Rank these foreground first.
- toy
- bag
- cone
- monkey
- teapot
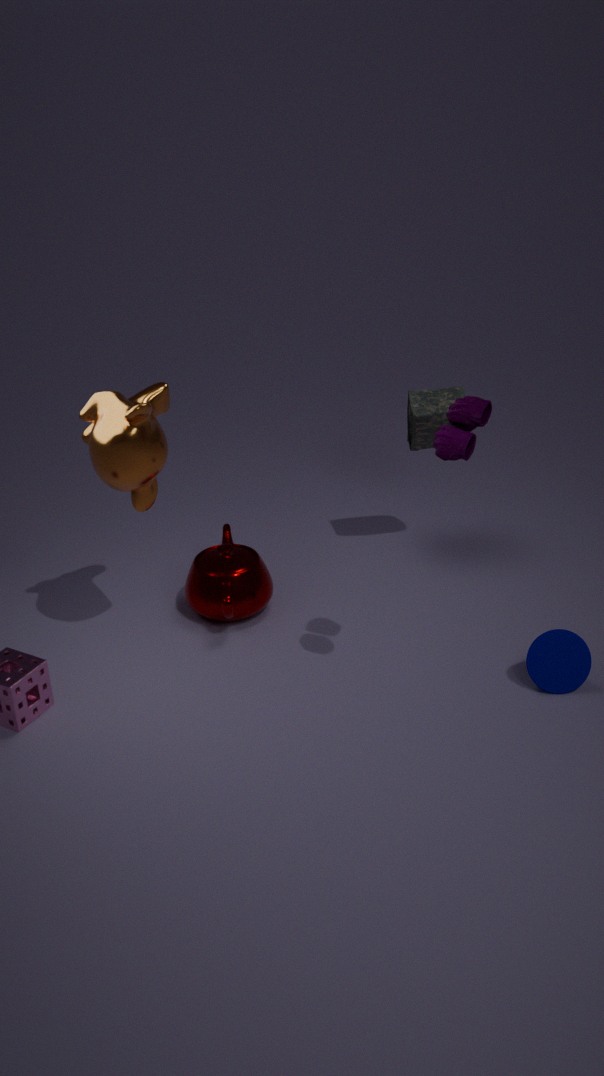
toy
monkey
cone
teapot
bag
